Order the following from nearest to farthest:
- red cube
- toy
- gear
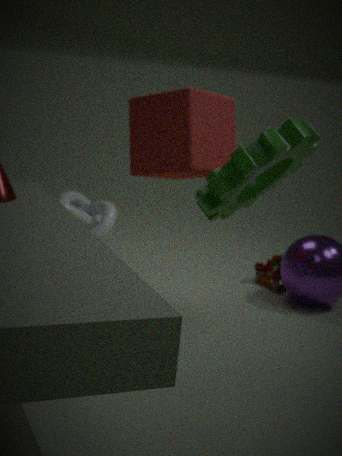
gear
red cube
toy
